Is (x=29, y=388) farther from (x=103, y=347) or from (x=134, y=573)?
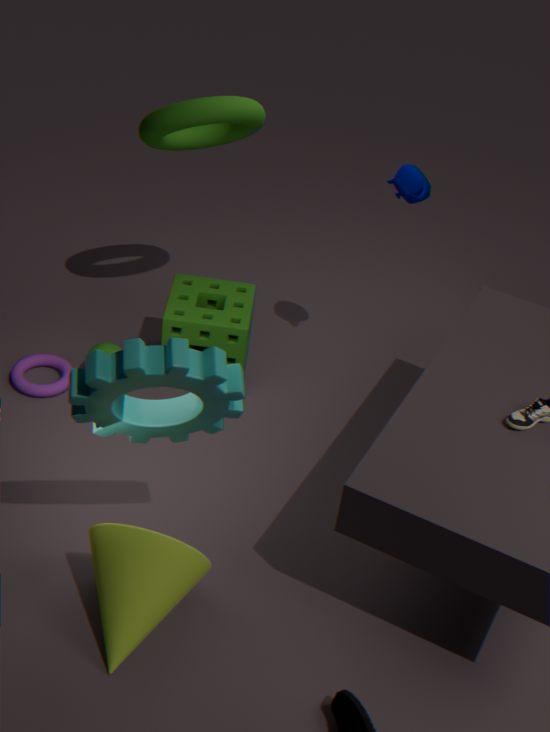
(x=134, y=573)
